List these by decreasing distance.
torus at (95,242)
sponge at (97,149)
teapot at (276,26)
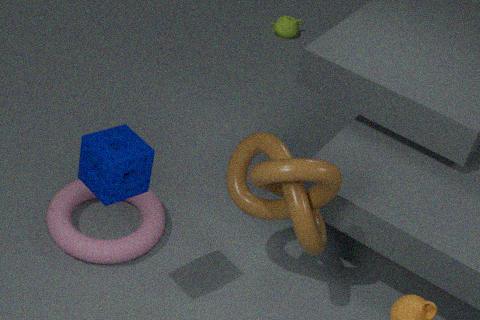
teapot at (276,26), torus at (95,242), sponge at (97,149)
